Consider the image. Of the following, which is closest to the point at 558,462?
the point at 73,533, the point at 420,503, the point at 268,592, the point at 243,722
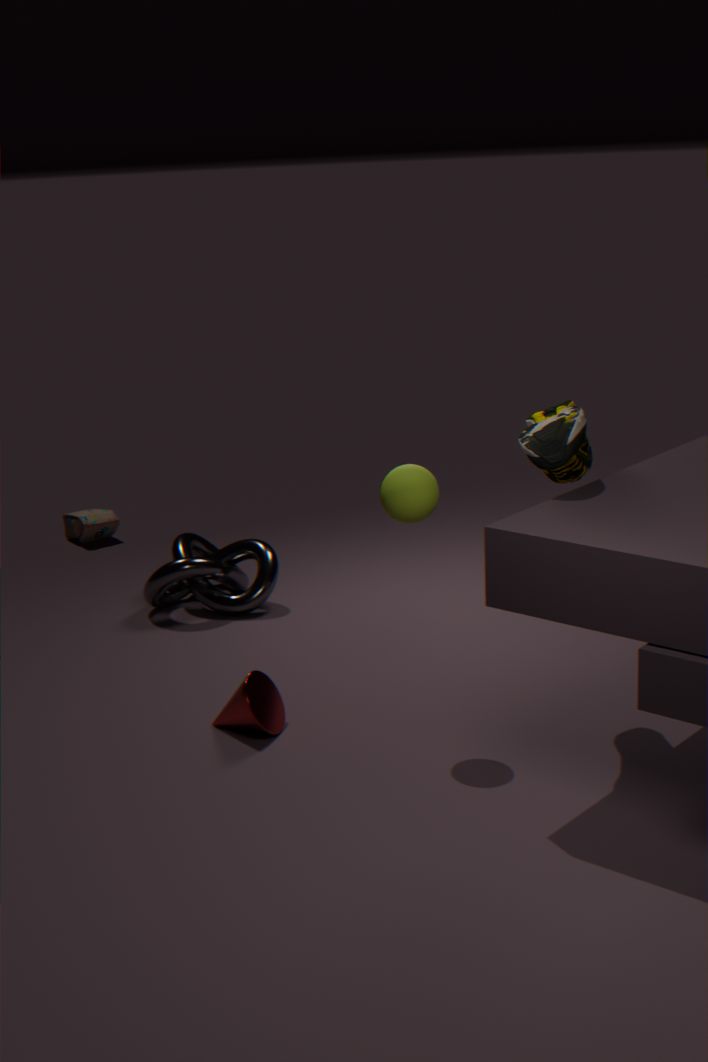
the point at 420,503
